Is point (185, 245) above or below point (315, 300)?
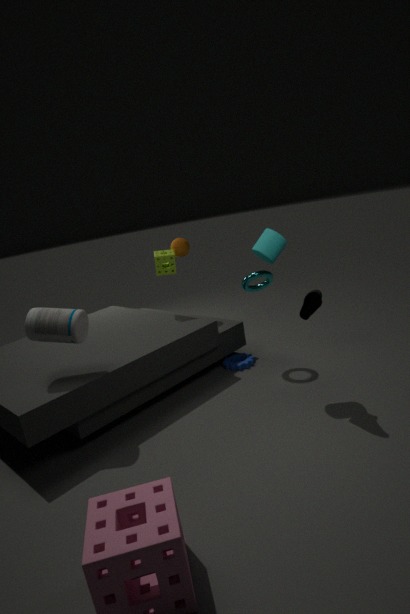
above
